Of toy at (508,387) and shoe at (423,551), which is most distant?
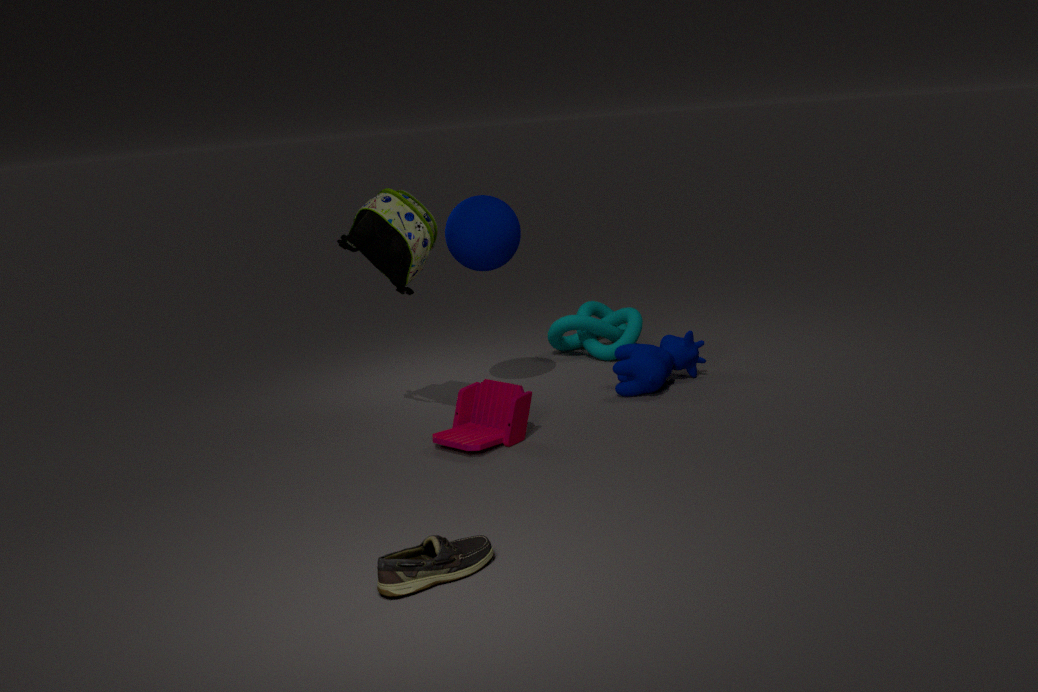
toy at (508,387)
